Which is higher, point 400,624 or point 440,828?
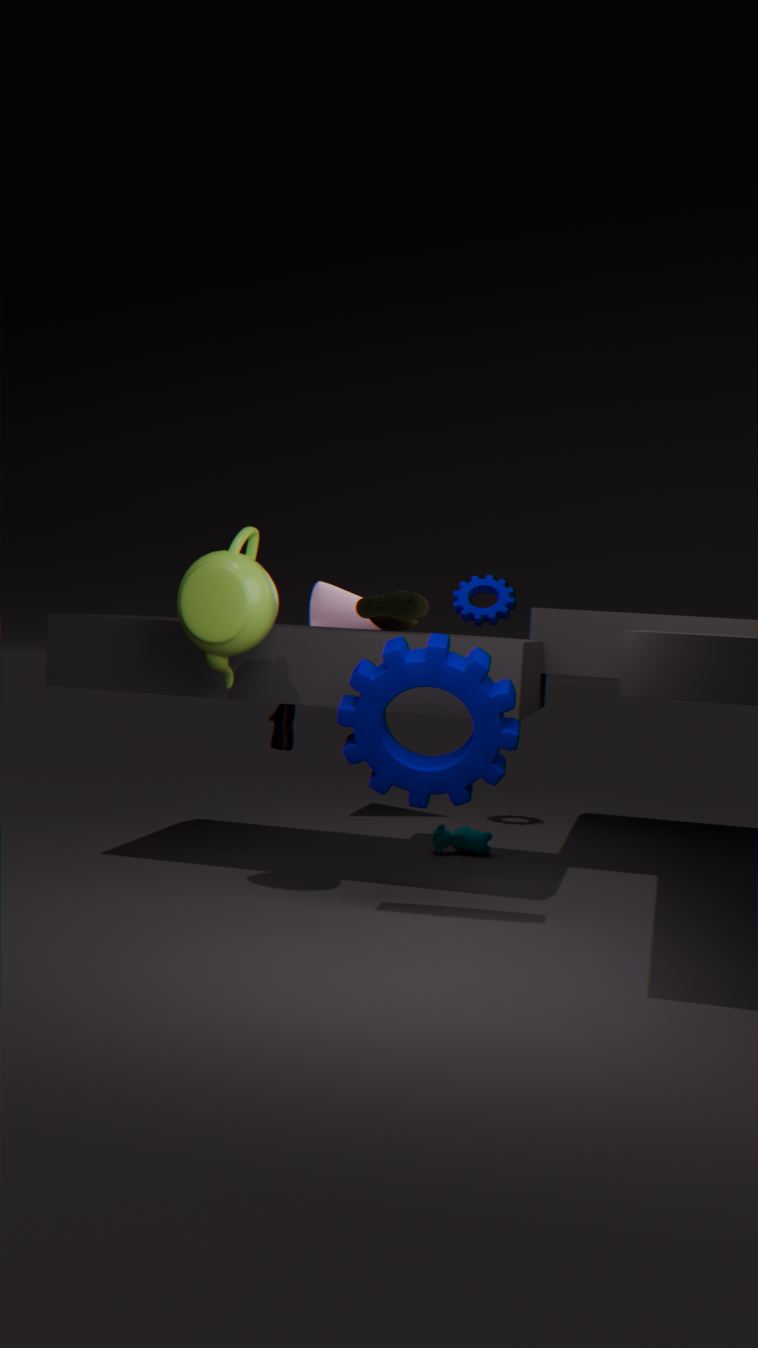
point 400,624
